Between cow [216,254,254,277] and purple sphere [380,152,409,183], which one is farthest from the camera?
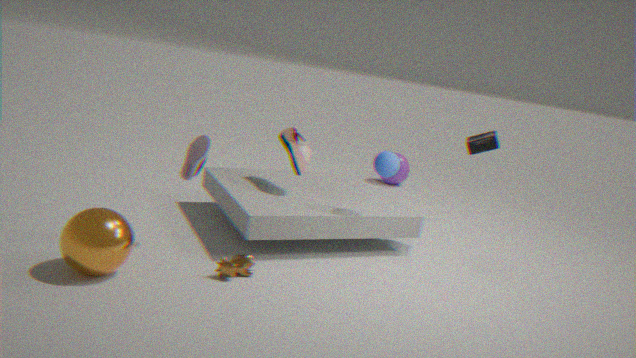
purple sphere [380,152,409,183]
